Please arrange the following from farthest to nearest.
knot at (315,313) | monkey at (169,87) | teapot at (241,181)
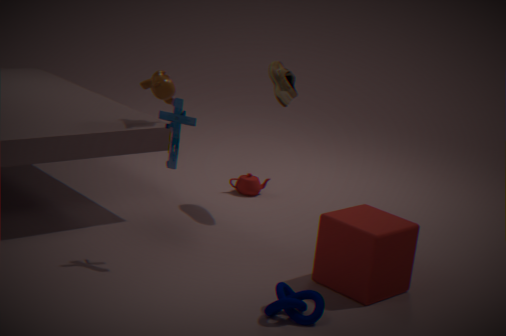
teapot at (241,181), monkey at (169,87), knot at (315,313)
